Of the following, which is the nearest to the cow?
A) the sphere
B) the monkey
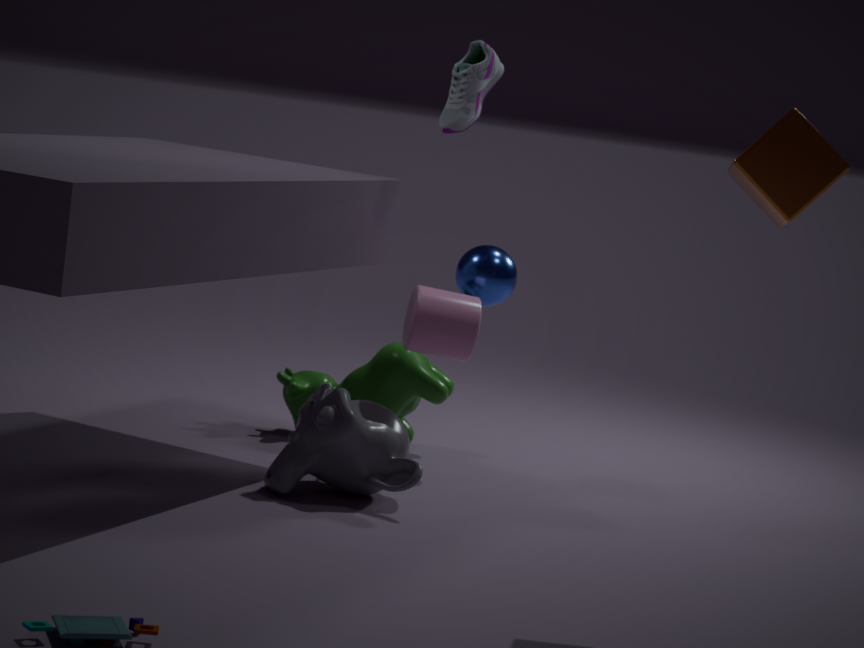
the sphere
